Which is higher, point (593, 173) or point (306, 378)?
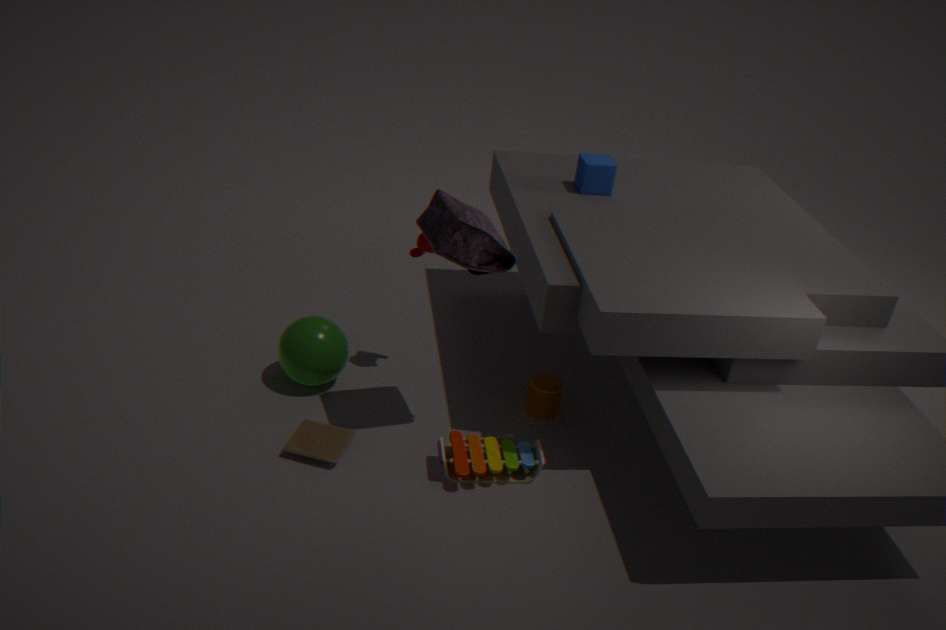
point (593, 173)
